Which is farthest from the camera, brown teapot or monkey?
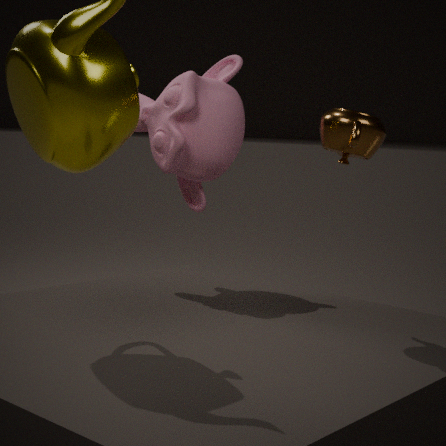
monkey
